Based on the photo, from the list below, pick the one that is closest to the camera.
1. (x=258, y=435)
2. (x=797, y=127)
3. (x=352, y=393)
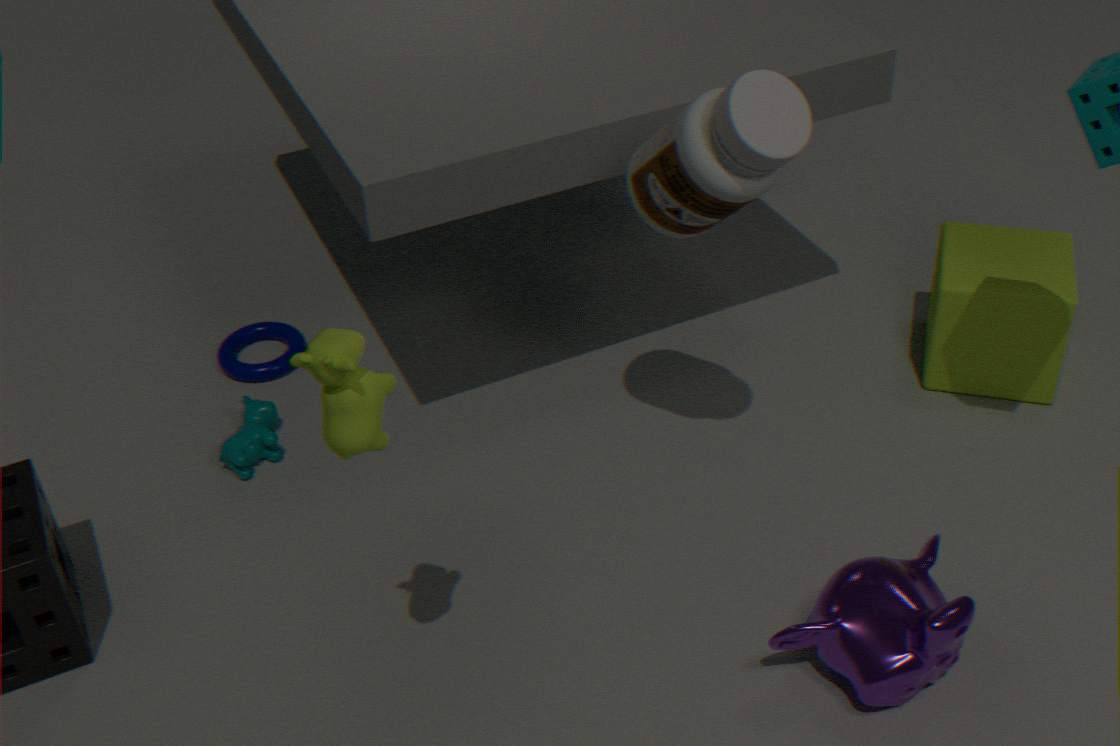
(x=352, y=393)
